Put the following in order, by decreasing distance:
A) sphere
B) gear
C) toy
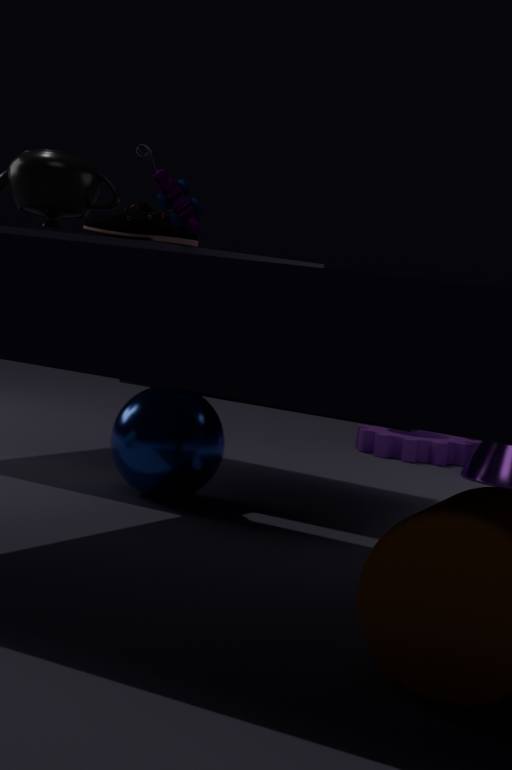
1. gear
2. sphere
3. toy
